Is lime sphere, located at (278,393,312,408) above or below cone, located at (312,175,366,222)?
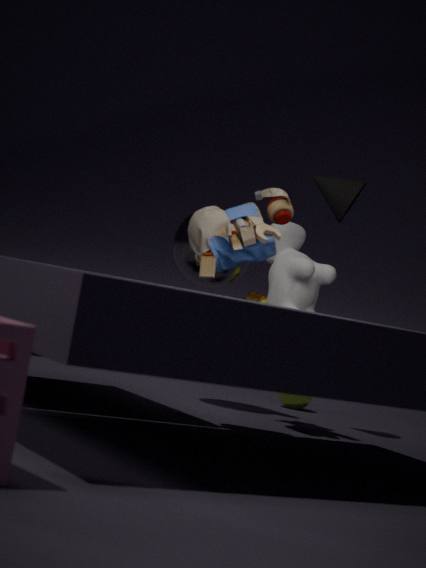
below
